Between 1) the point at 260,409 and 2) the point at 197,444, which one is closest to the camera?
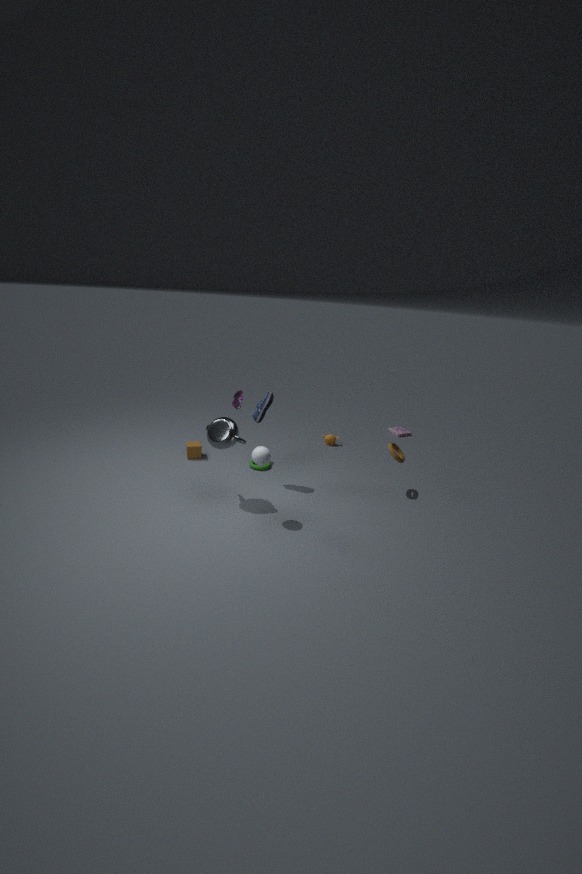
1. the point at 260,409
